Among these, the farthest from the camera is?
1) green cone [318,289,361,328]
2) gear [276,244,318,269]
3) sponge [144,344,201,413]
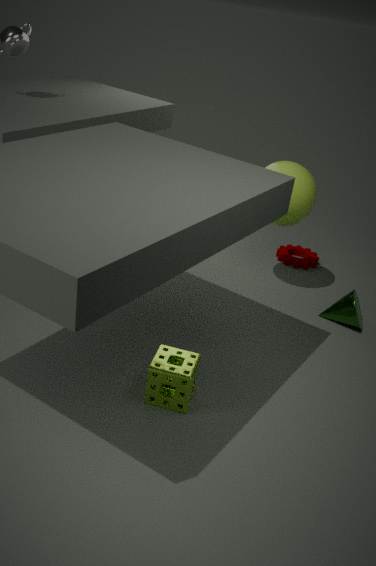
2. gear [276,244,318,269]
